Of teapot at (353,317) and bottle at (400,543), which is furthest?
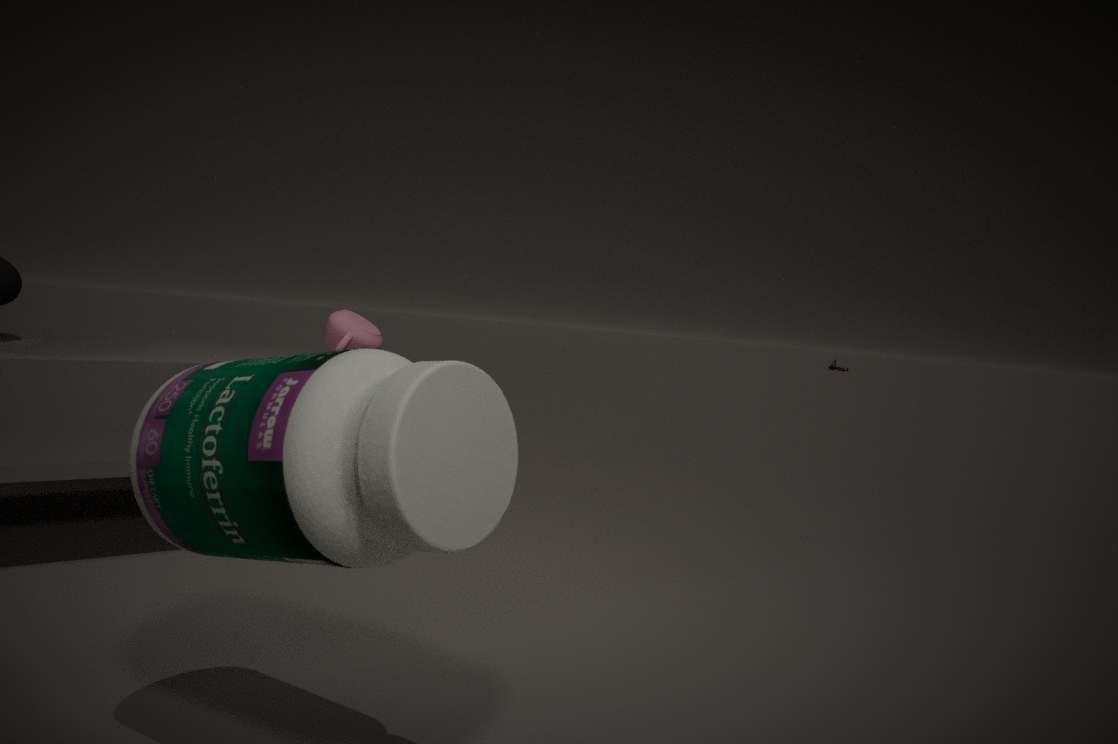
teapot at (353,317)
